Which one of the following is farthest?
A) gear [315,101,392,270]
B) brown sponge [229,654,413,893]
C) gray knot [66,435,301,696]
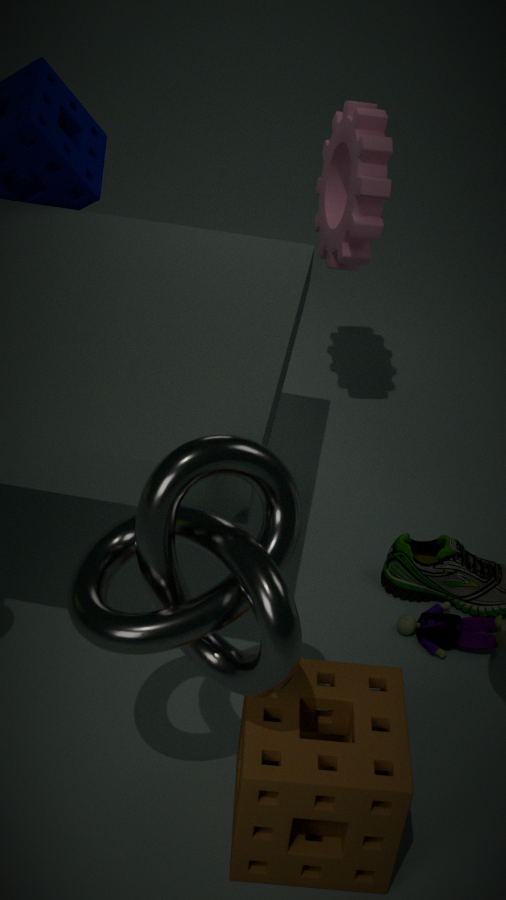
gear [315,101,392,270]
